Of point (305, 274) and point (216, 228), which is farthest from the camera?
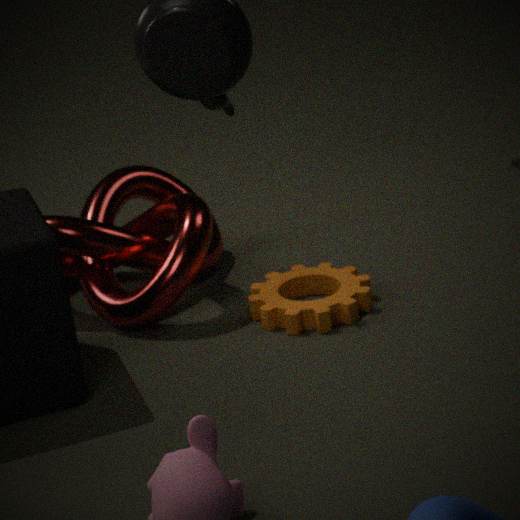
point (216, 228)
